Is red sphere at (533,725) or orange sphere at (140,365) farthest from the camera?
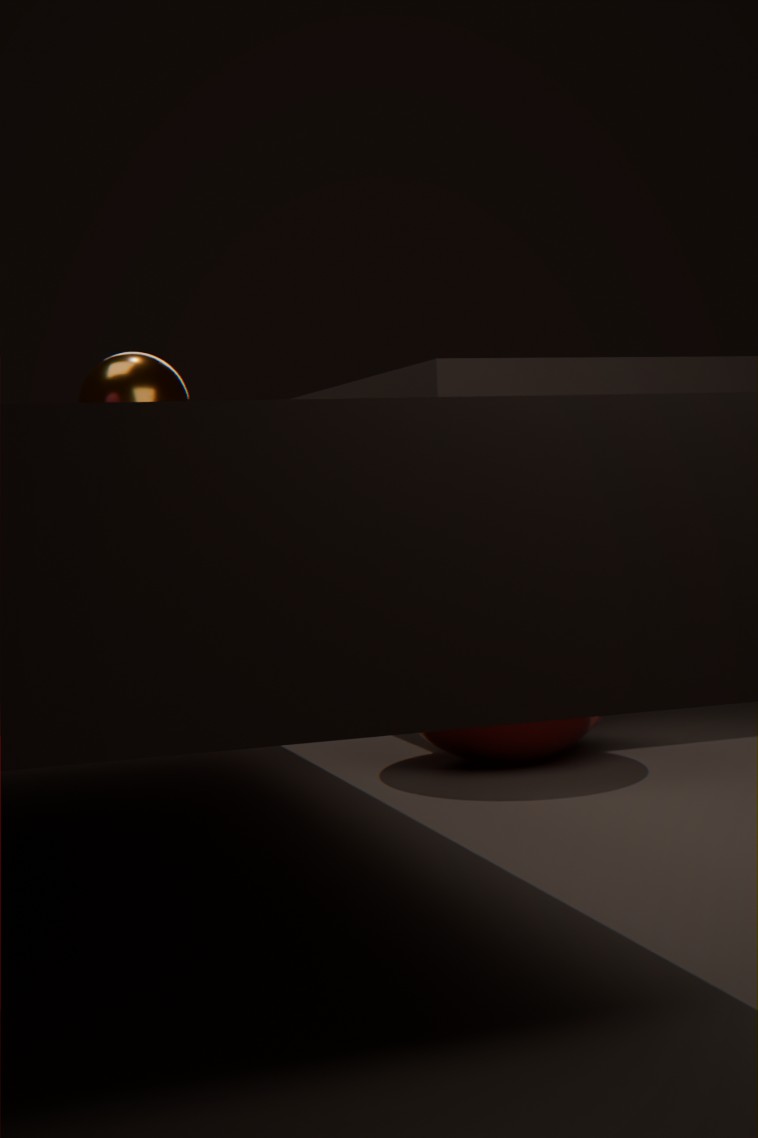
orange sphere at (140,365)
